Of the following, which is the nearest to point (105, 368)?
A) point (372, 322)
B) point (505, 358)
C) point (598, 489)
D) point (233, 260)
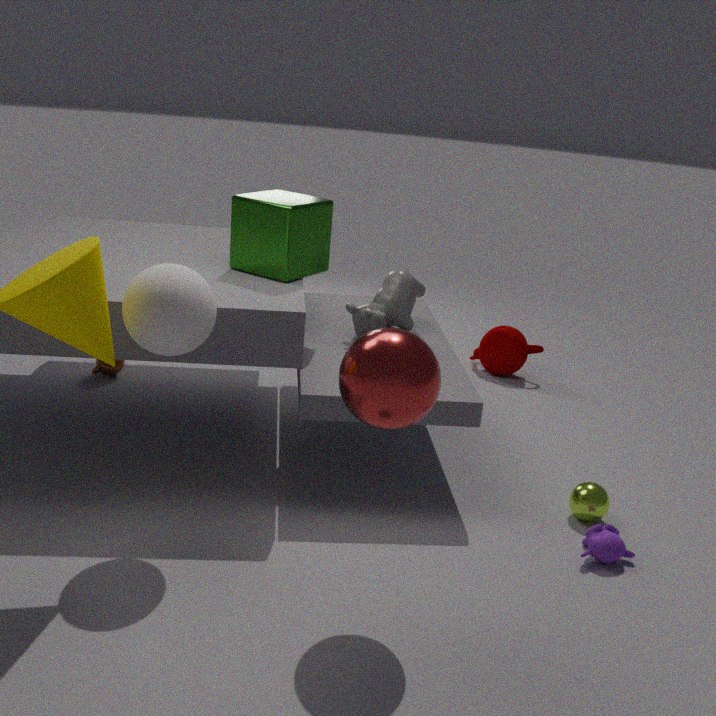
point (233, 260)
